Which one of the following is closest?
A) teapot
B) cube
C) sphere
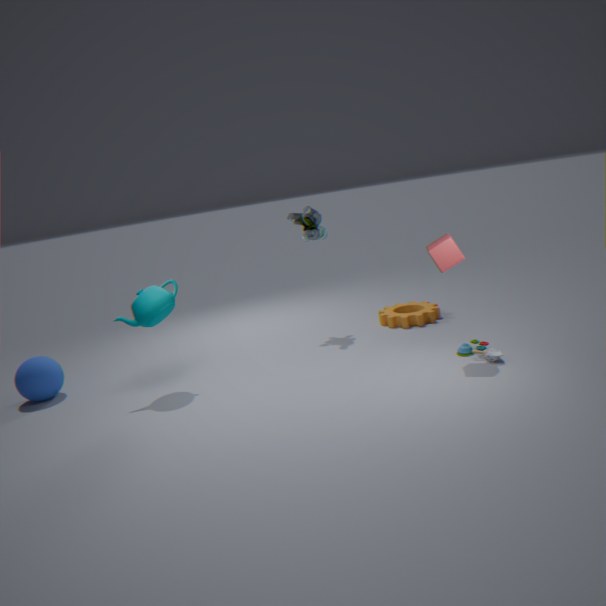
cube
